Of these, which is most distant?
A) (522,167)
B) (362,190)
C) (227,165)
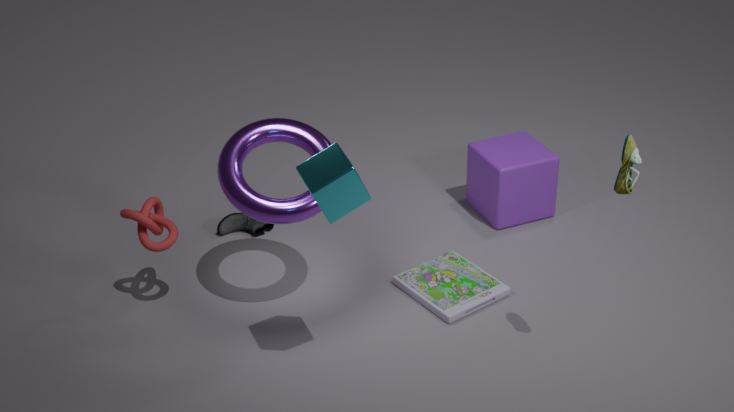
(522,167)
